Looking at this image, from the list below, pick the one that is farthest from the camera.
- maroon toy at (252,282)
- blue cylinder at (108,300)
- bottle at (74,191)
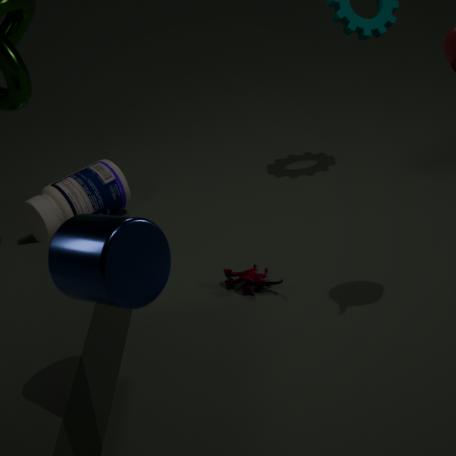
bottle at (74,191)
